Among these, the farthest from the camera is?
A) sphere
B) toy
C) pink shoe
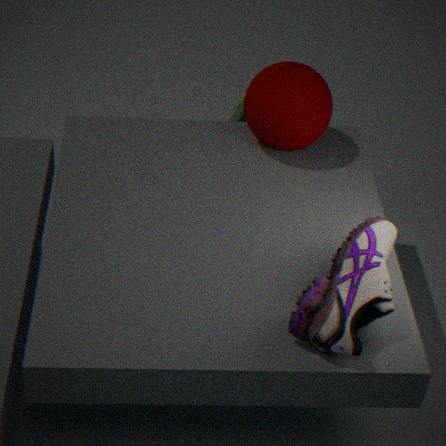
toy
